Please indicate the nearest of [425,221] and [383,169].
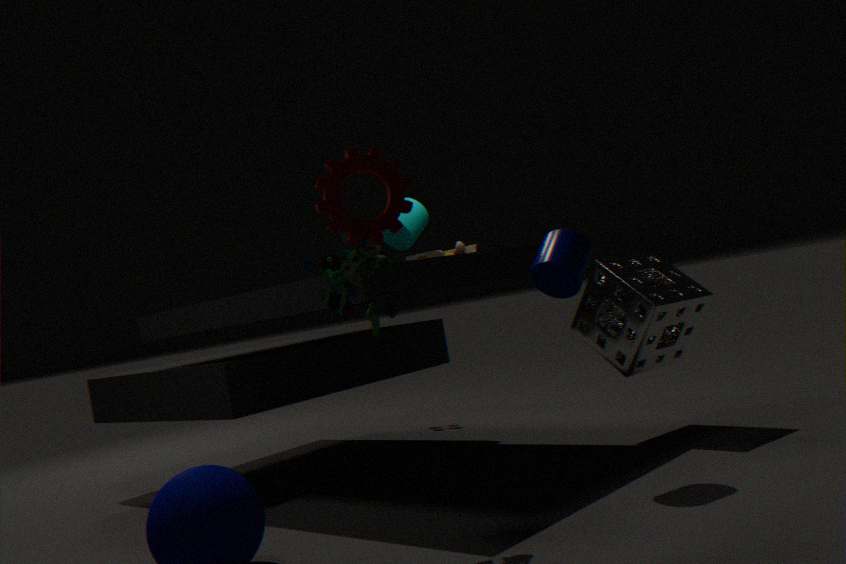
[383,169]
